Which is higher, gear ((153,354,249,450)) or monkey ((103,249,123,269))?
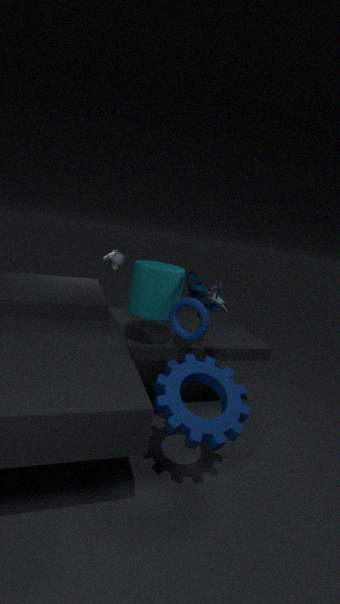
monkey ((103,249,123,269))
